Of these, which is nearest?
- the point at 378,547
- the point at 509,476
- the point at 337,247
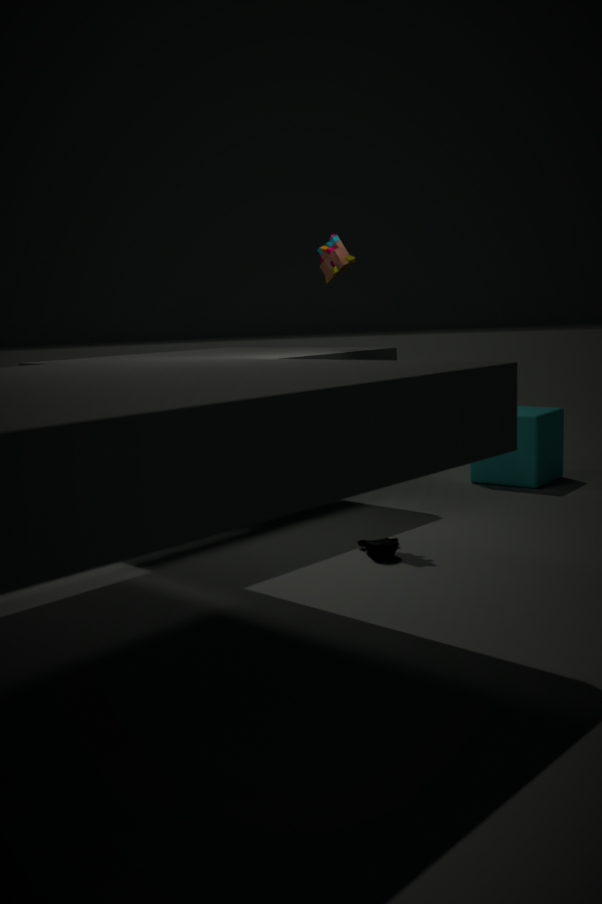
the point at 378,547
